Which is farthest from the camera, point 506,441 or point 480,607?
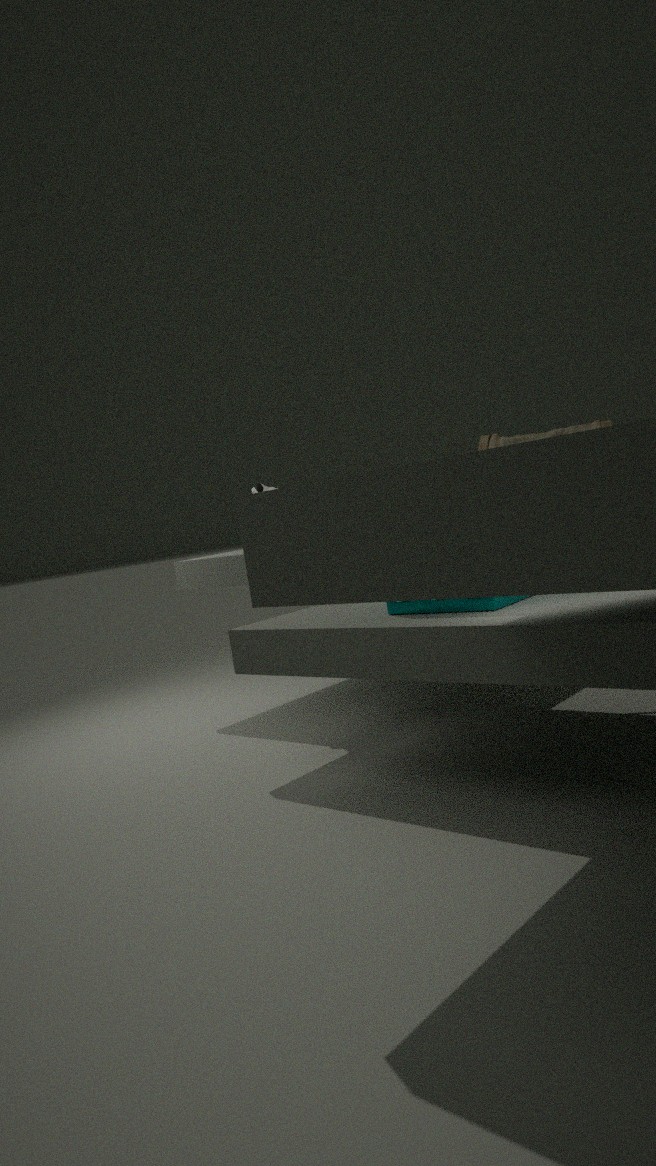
point 506,441
